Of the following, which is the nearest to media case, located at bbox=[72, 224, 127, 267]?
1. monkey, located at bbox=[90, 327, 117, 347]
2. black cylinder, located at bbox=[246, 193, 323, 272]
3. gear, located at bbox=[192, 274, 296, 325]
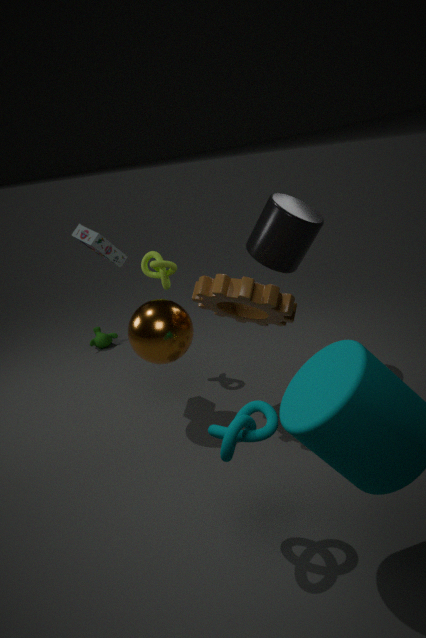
gear, located at bbox=[192, 274, 296, 325]
